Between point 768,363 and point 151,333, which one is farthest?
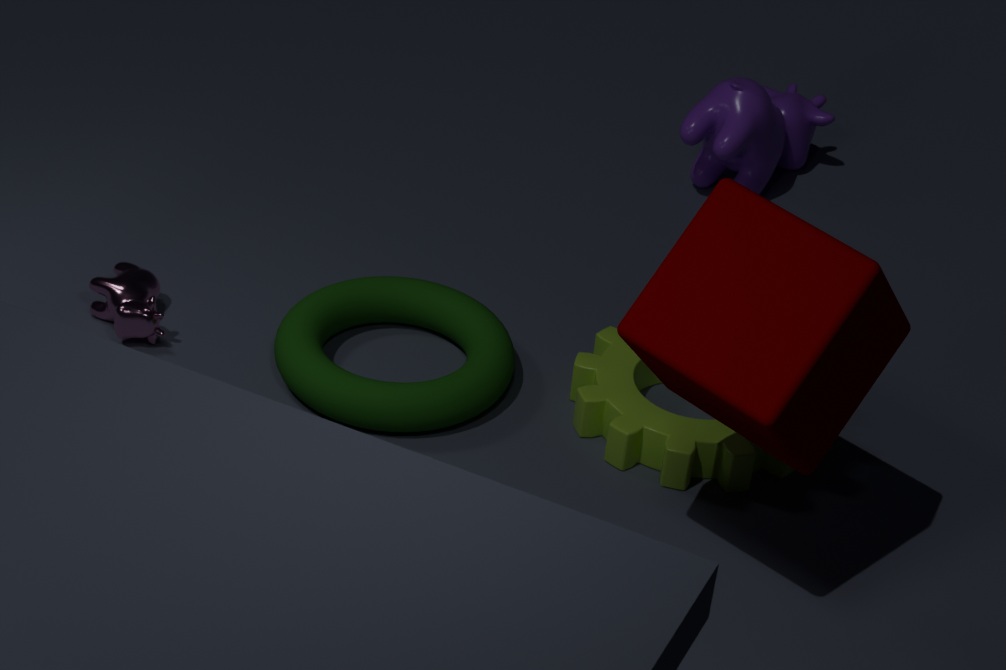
point 151,333
